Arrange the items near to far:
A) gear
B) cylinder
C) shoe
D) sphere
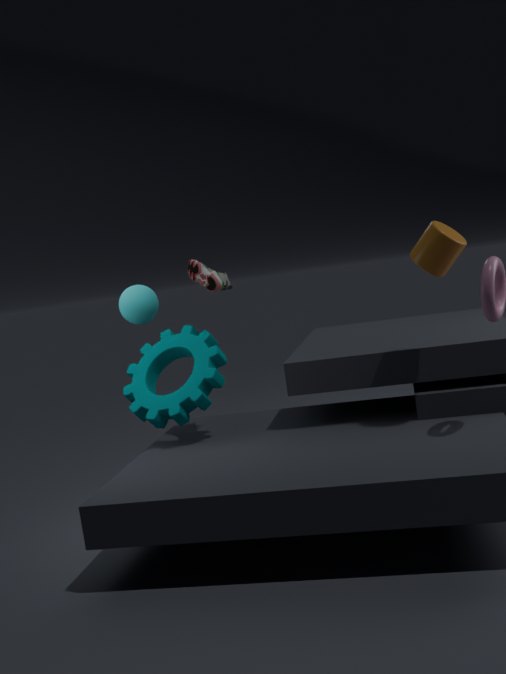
cylinder, sphere, gear, shoe
